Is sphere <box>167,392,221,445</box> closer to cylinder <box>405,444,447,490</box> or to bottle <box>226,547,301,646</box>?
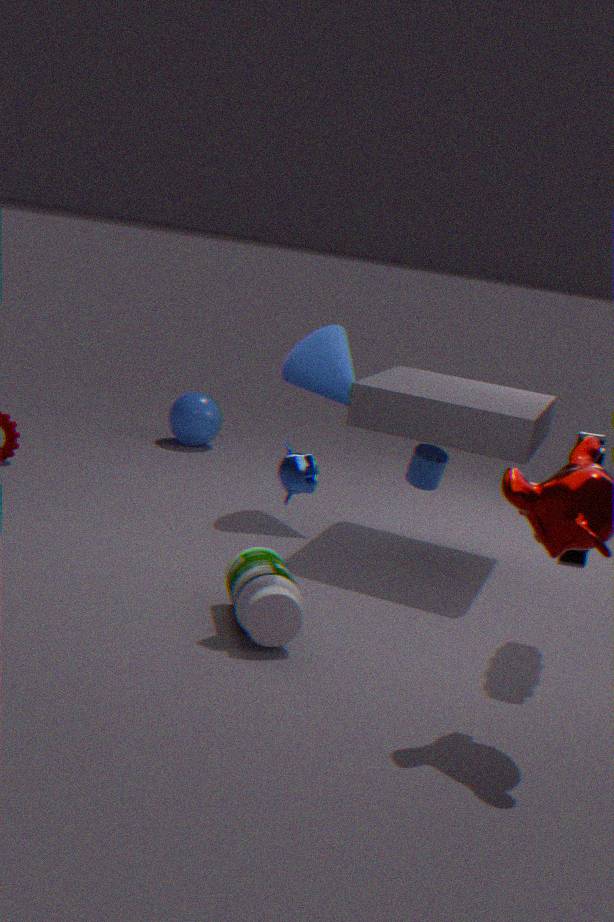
cylinder <box>405,444,447,490</box>
